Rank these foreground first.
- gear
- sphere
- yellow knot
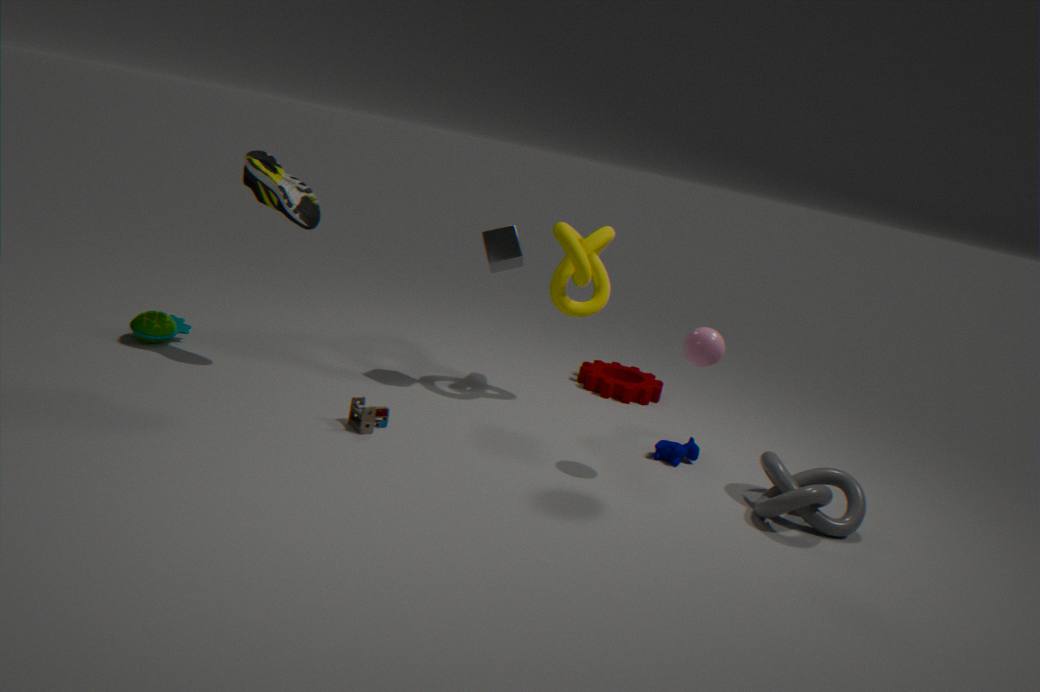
1. sphere
2. yellow knot
3. gear
